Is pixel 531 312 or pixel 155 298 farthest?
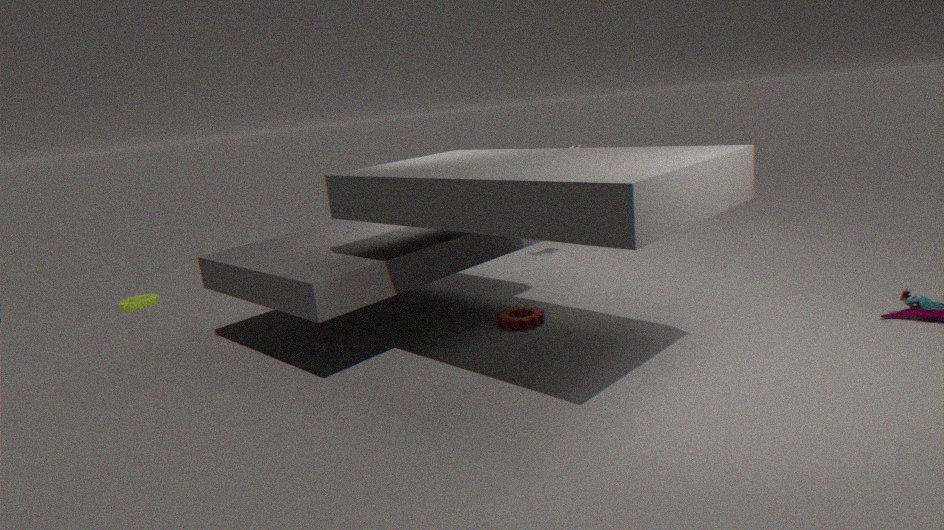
pixel 155 298
